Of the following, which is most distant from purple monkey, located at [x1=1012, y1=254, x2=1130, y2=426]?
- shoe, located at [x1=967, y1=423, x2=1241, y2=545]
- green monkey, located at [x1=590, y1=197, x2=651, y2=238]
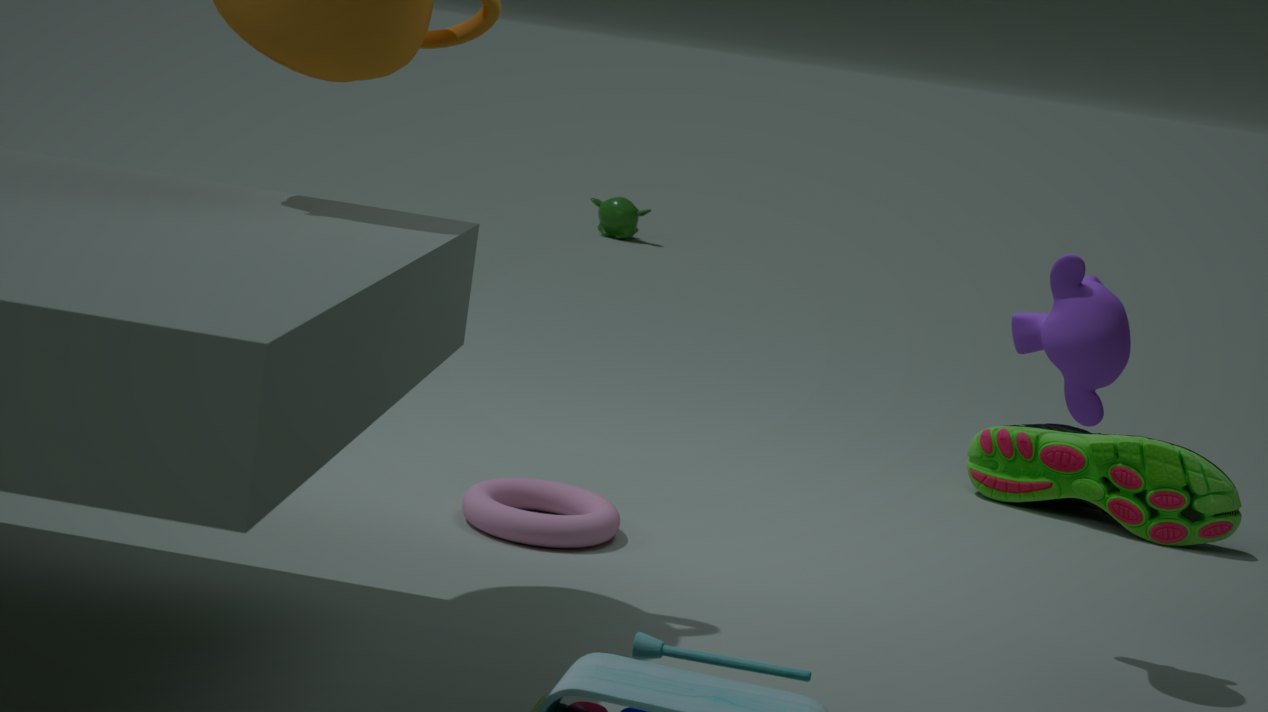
green monkey, located at [x1=590, y1=197, x2=651, y2=238]
